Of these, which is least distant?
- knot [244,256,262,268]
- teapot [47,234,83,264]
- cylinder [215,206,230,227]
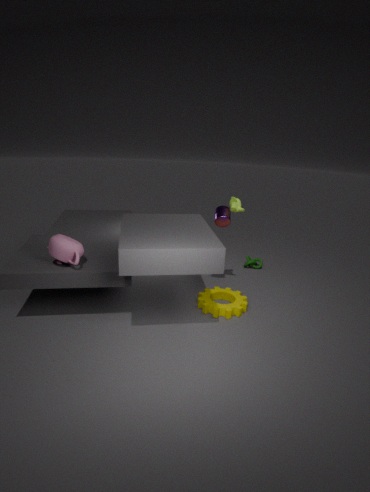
teapot [47,234,83,264]
